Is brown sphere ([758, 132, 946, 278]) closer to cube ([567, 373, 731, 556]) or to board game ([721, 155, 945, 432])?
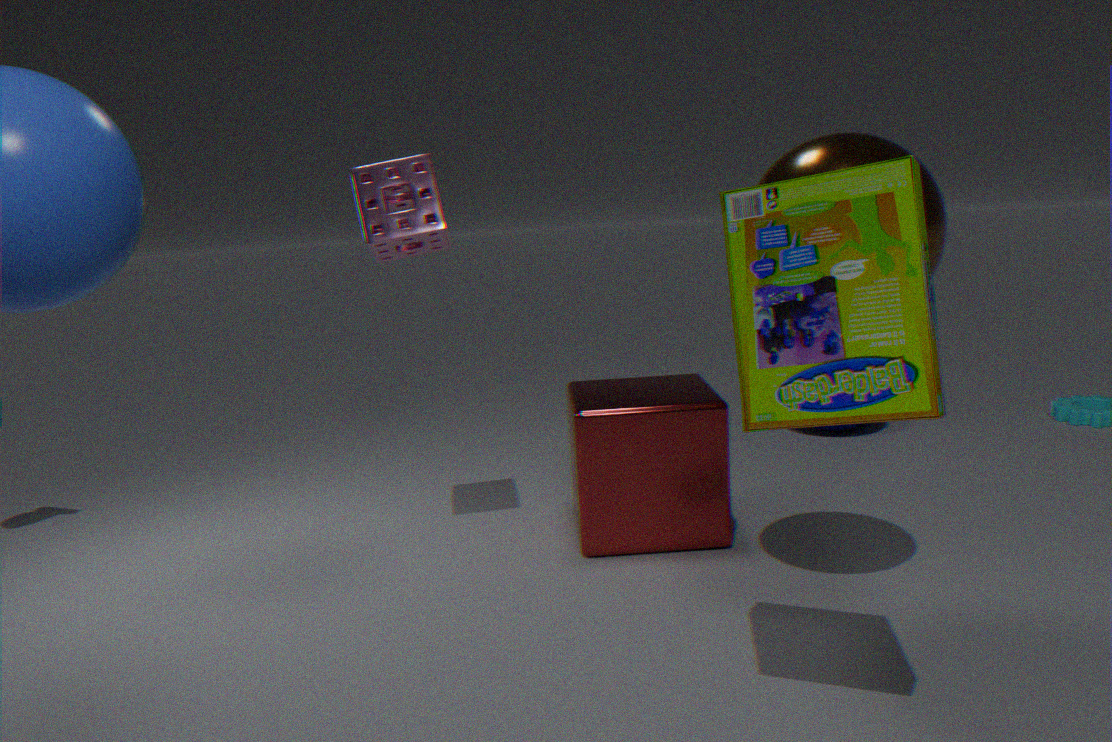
board game ([721, 155, 945, 432])
